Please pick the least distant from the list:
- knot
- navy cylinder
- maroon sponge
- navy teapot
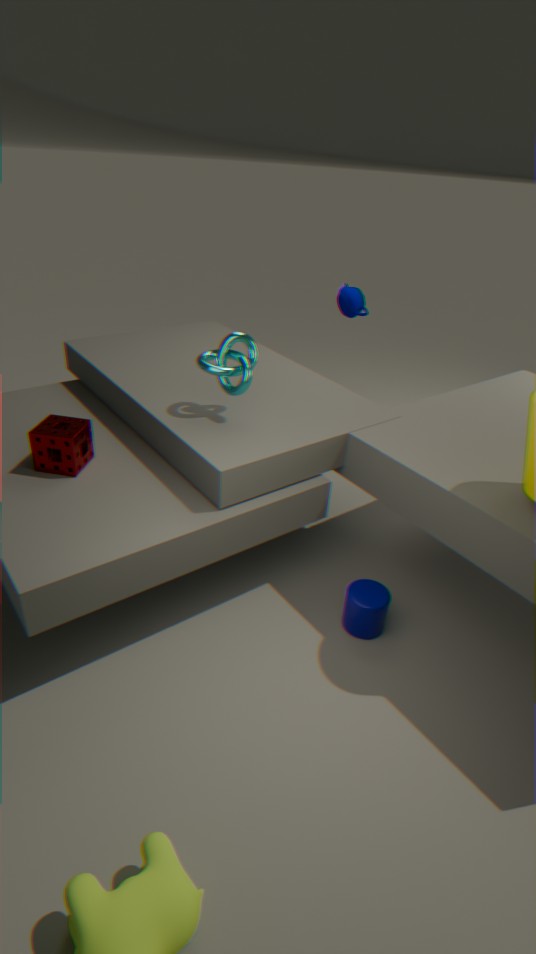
maroon sponge
